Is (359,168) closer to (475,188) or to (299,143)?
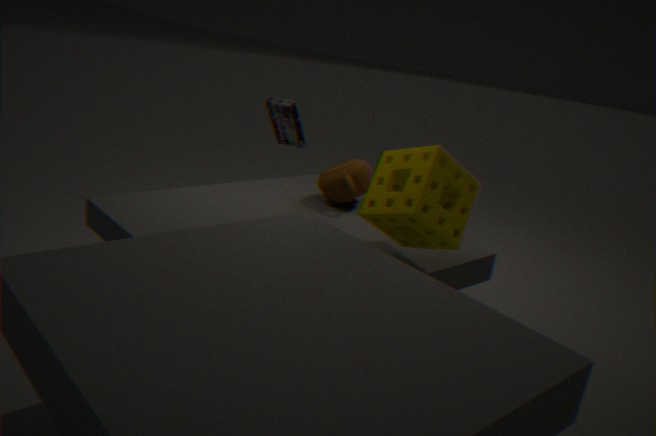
(475,188)
